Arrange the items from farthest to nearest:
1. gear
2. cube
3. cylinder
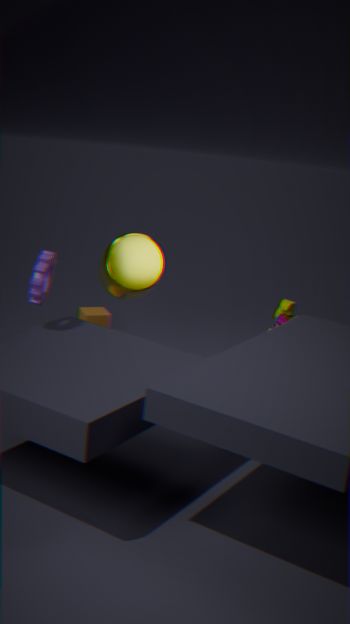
1. cube
2. cylinder
3. gear
